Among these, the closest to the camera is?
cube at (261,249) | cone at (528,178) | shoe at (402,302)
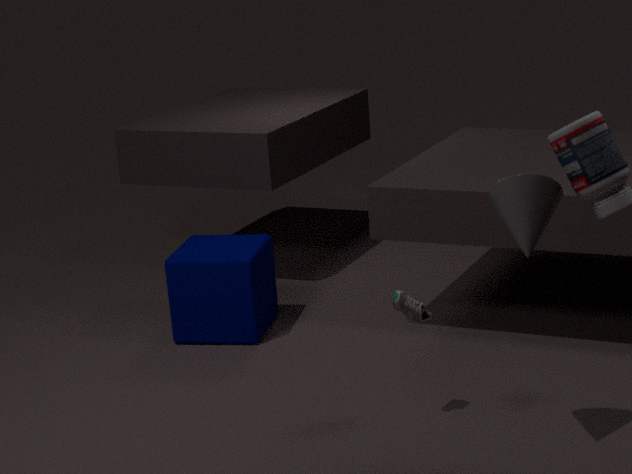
cone at (528,178)
